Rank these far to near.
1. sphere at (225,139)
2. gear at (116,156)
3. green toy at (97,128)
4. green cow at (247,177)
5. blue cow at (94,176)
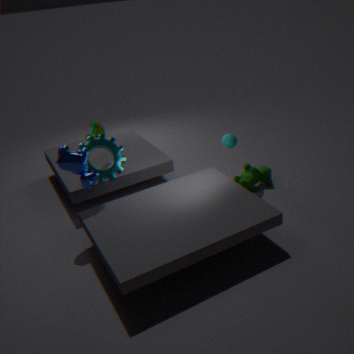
sphere at (225,139) → green toy at (97,128) → green cow at (247,177) → gear at (116,156) → blue cow at (94,176)
